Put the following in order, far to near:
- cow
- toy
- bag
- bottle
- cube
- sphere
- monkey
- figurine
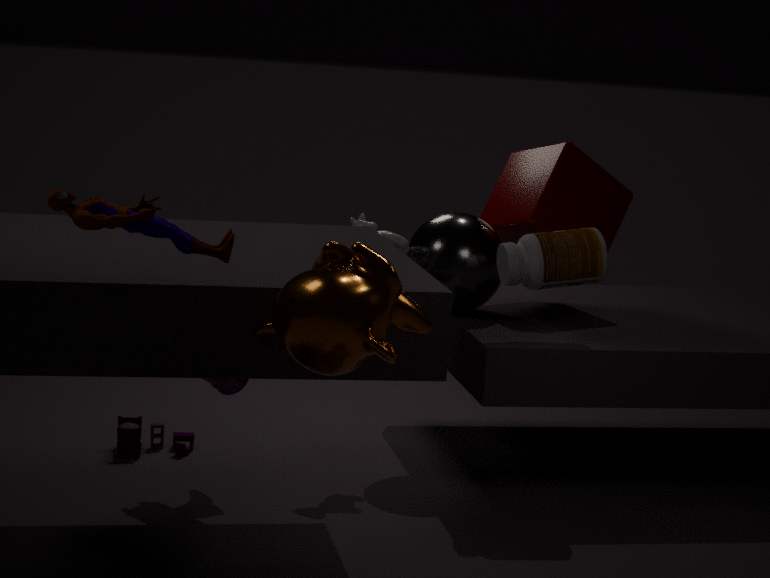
cube → toy → sphere → cow → bottle → bag → figurine → monkey
